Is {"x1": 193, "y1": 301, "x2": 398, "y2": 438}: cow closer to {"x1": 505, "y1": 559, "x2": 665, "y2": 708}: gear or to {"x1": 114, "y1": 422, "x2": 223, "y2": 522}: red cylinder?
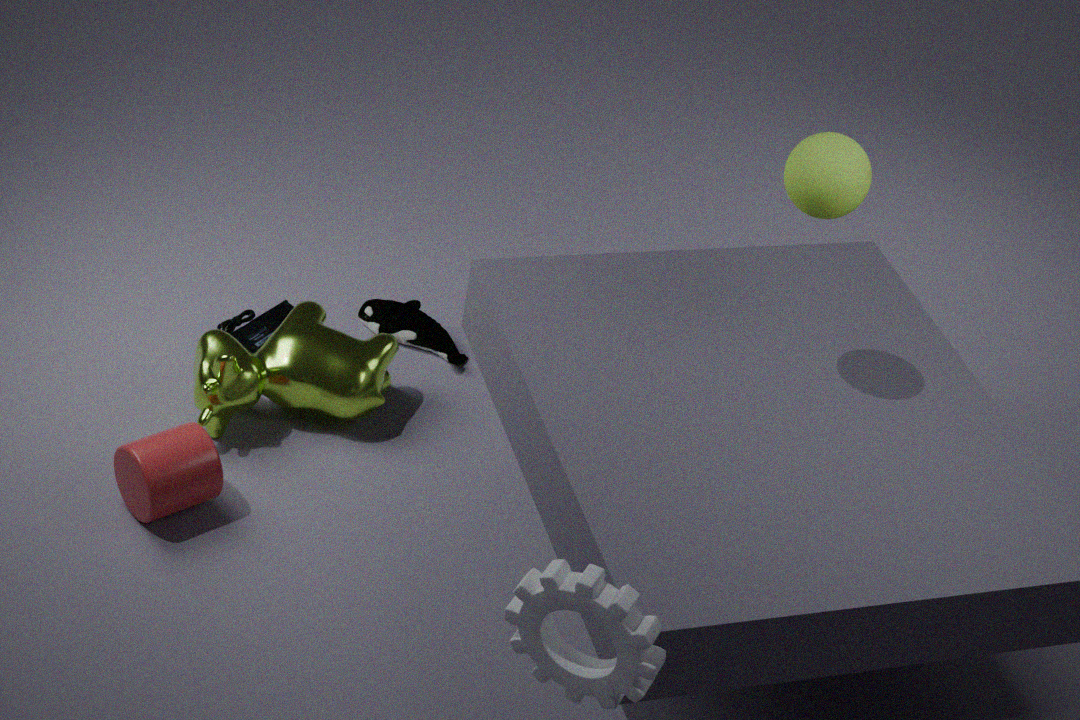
{"x1": 114, "y1": 422, "x2": 223, "y2": 522}: red cylinder
